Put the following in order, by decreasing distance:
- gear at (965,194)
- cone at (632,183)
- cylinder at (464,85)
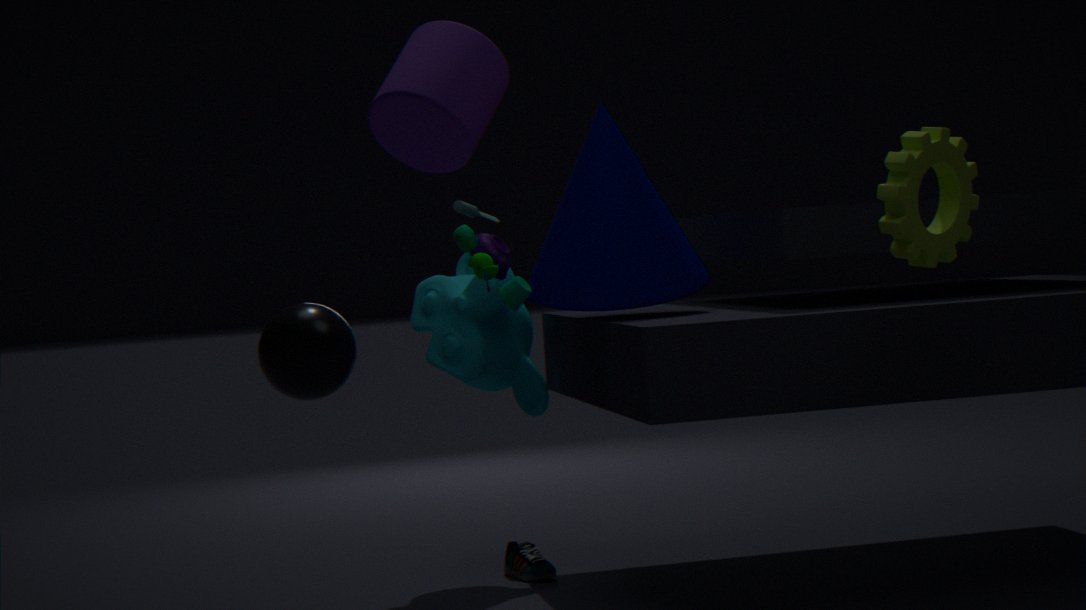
cone at (632,183) → gear at (965,194) → cylinder at (464,85)
